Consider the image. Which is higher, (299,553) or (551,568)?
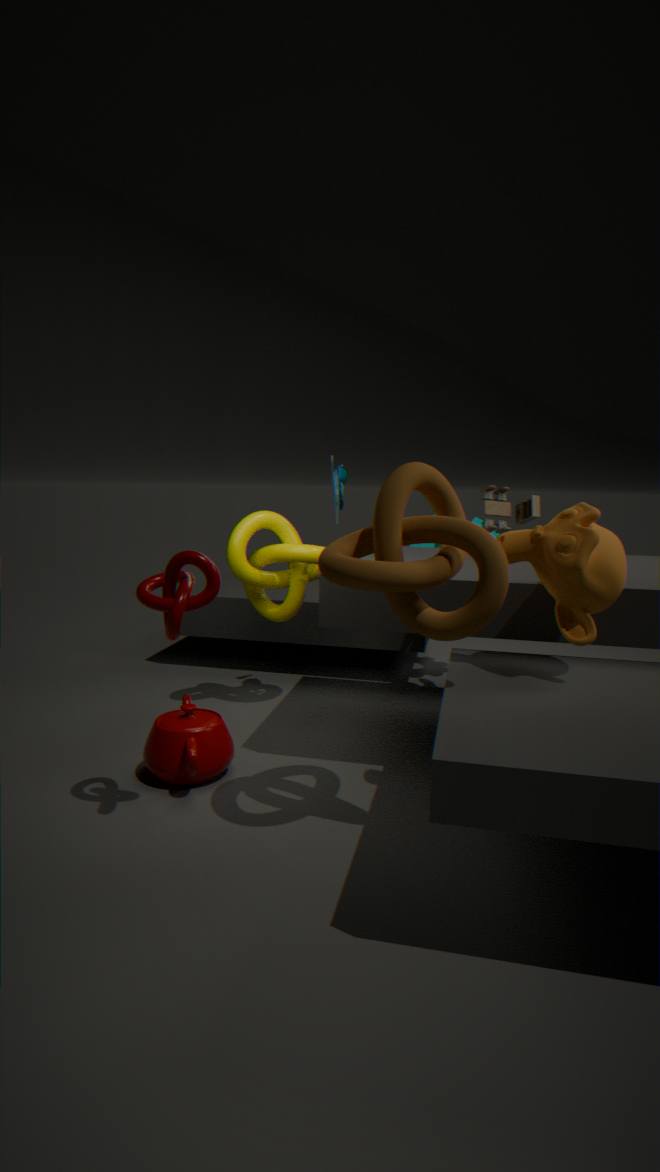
(551,568)
